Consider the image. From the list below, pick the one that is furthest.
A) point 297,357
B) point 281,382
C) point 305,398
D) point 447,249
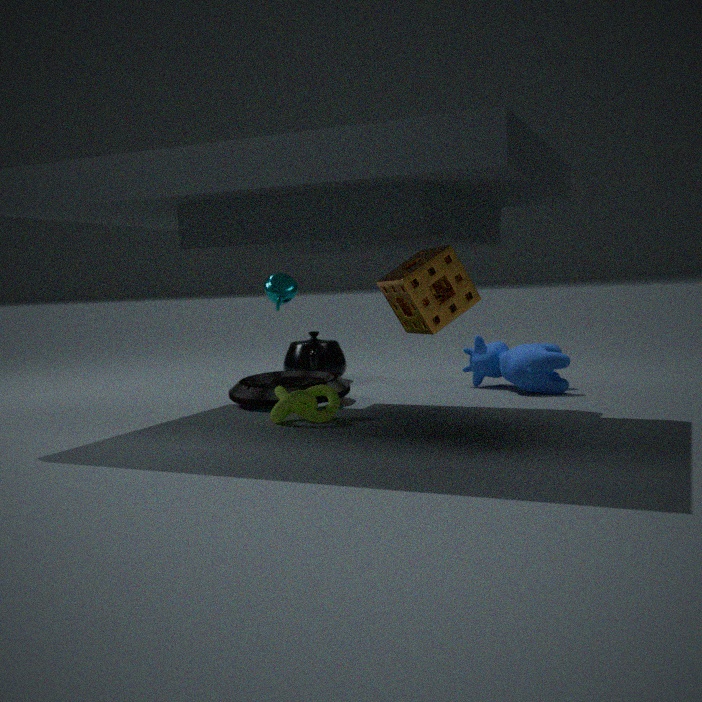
point 297,357
